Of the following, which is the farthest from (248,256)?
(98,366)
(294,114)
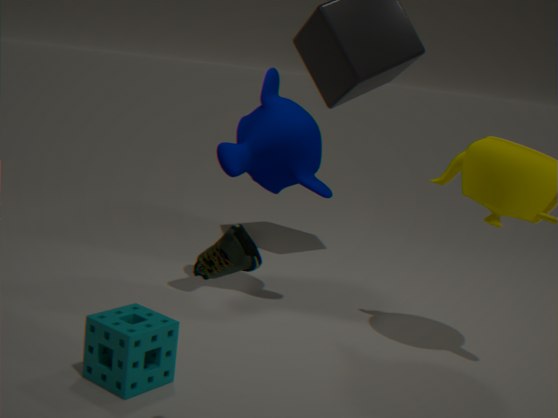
(294,114)
